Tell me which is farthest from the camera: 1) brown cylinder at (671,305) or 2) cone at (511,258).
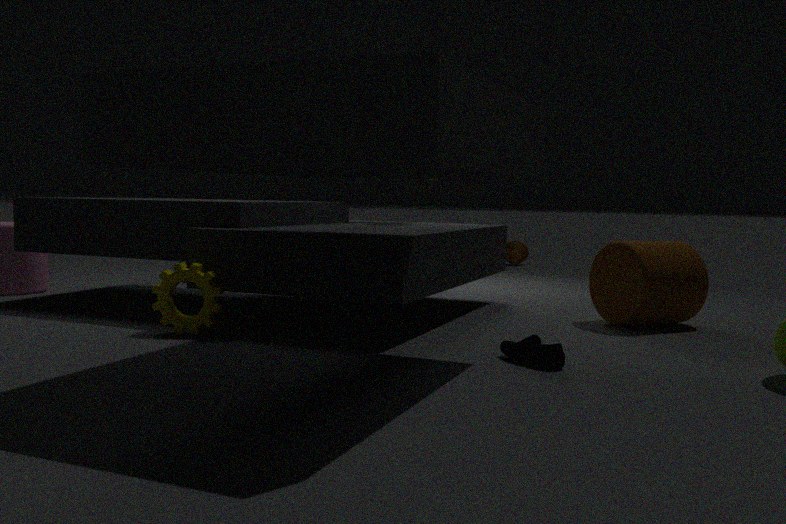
2. cone at (511,258)
